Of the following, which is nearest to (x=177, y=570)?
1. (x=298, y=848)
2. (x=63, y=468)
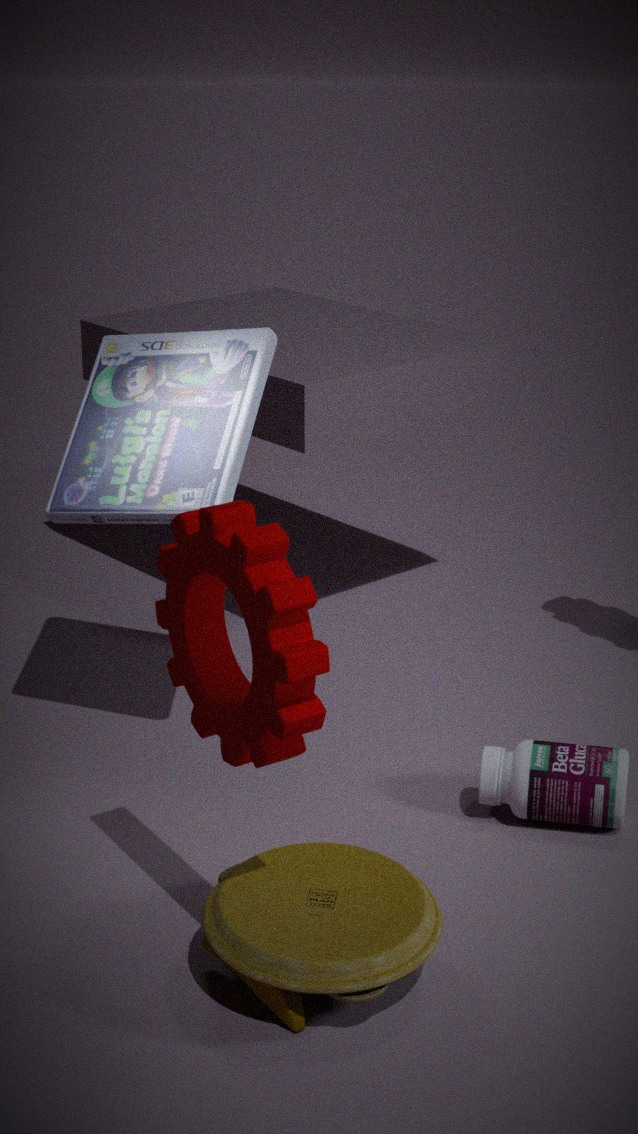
(x=298, y=848)
